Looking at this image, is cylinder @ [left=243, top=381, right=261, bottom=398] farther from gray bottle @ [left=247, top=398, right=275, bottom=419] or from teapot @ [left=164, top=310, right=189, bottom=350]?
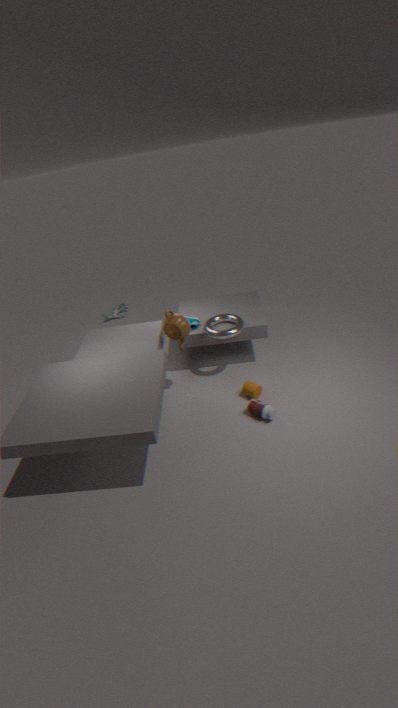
teapot @ [left=164, top=310, right=189, bottom=350]
